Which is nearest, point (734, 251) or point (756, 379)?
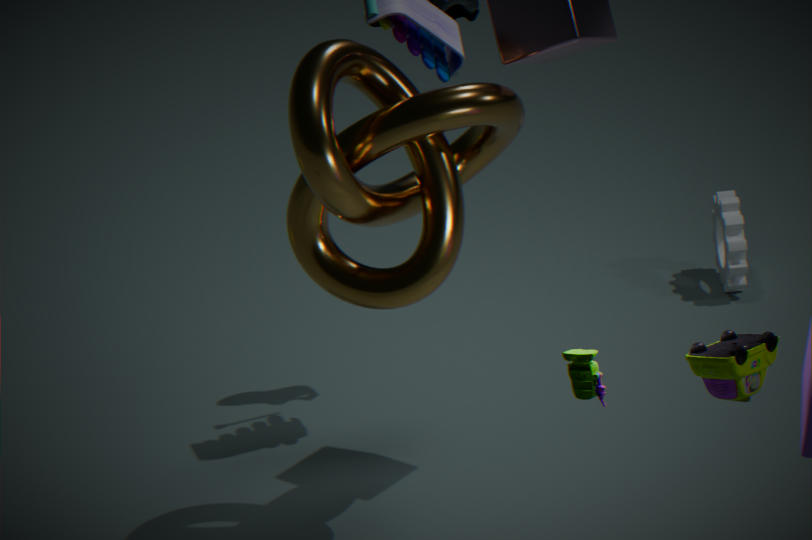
point (756, 379)
